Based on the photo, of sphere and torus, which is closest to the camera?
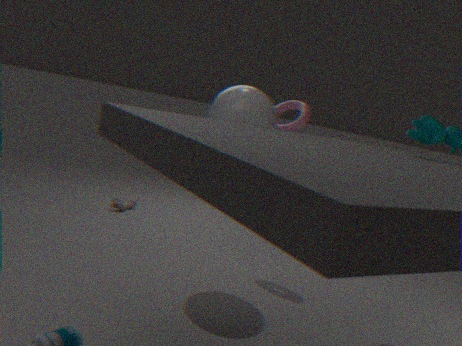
sphere
